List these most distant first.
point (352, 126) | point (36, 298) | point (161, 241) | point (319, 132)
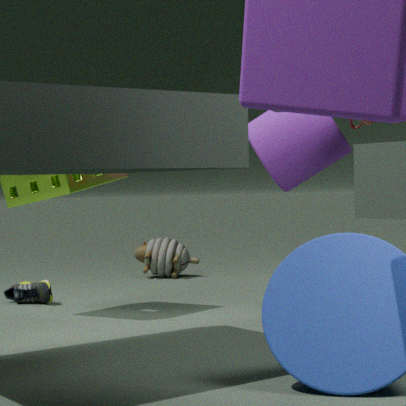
point (161, 241) → point (36, 298) → point (319, 132) → point (352, 126)
